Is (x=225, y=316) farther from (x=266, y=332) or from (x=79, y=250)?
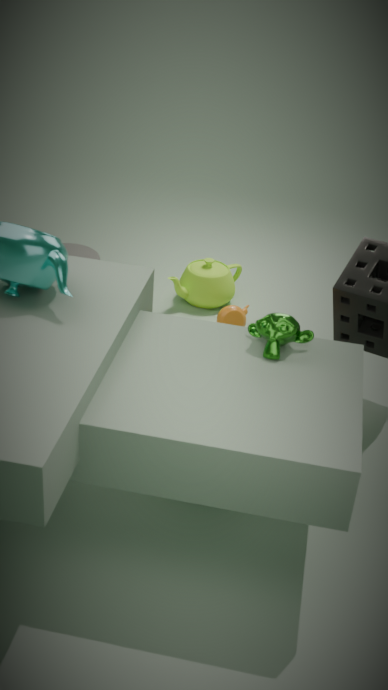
(x=266, y=332)
